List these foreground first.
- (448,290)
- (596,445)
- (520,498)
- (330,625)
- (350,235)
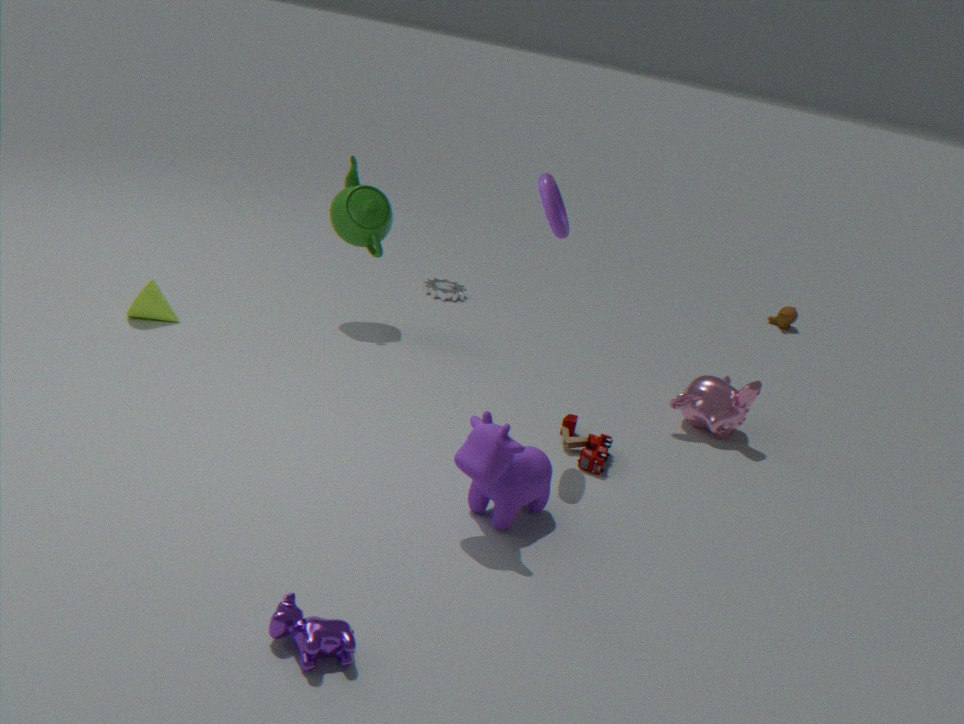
1. (330,625)
2. (520,498)
3. (596,445)
4. (350,235)
5. (448,290)
